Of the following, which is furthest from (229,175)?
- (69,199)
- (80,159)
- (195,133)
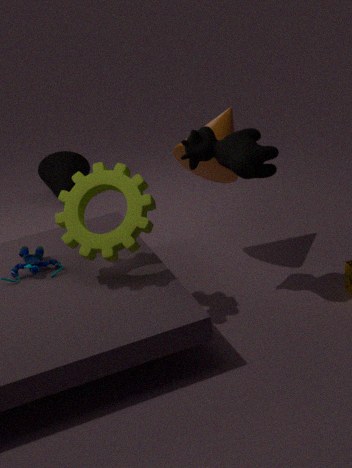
(80,159)
